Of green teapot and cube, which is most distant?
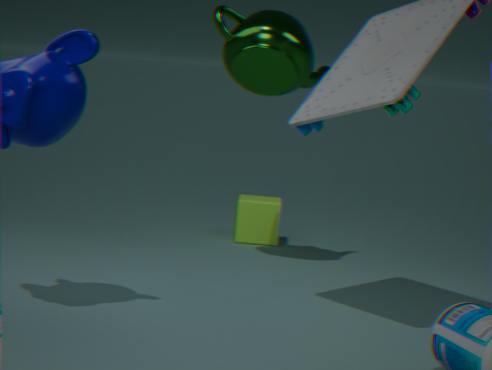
cube
